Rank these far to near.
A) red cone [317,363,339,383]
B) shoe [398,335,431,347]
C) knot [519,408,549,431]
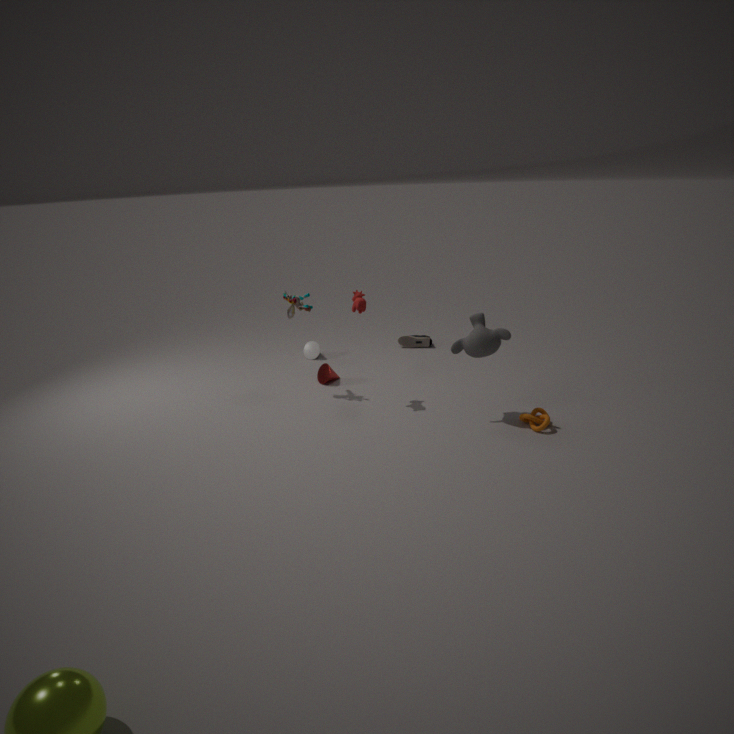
shoe [398,335,431,347] → red cone [317,363,339,383] → knot [519,408,549,431]
